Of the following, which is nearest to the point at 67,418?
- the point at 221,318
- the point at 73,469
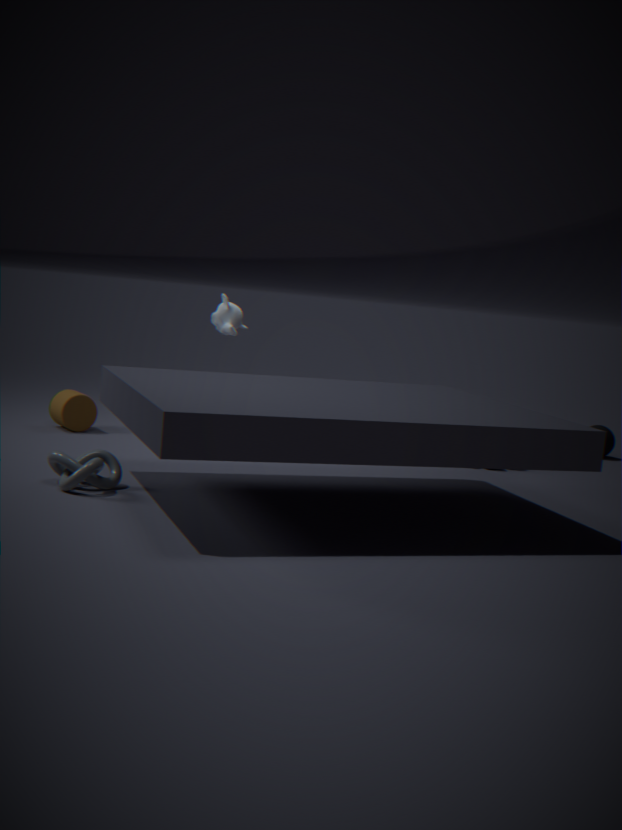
the point at 221,318
